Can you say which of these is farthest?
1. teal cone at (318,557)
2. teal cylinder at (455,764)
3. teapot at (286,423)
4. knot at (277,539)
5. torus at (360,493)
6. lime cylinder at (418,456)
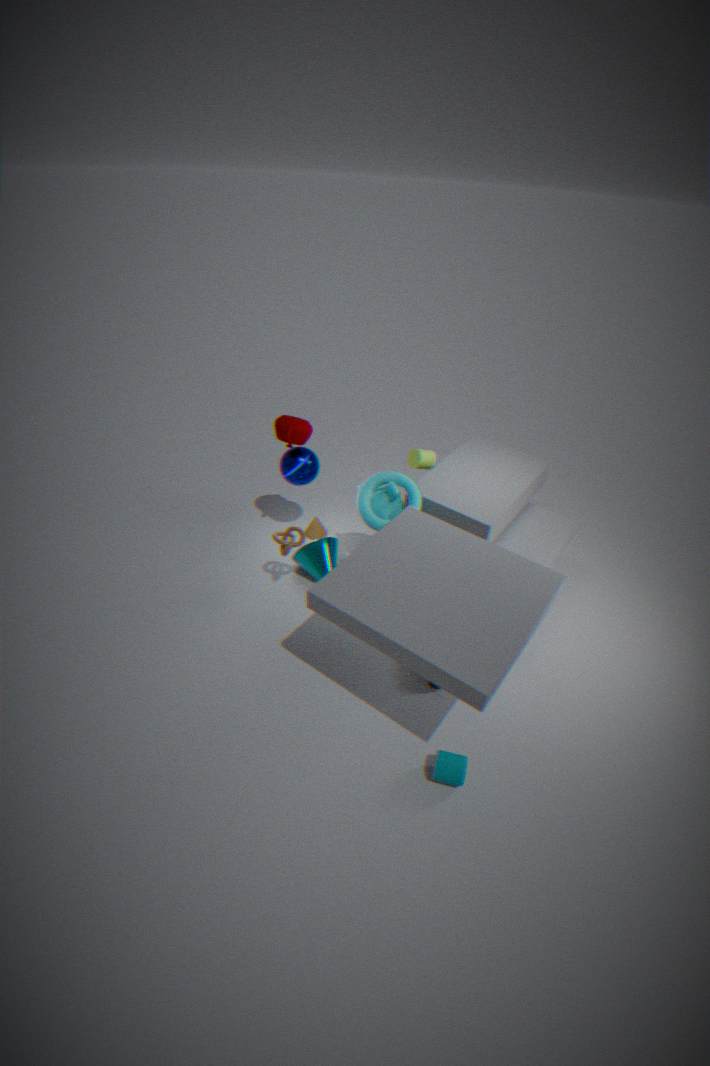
lime cylinder at (418,456)
